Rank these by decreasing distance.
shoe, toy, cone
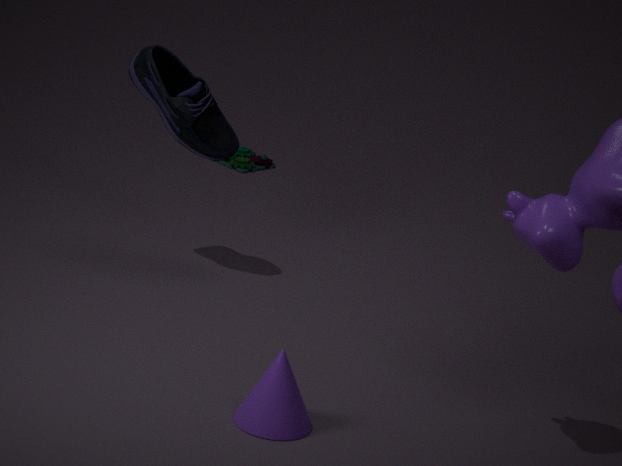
toy < shoe < cone
